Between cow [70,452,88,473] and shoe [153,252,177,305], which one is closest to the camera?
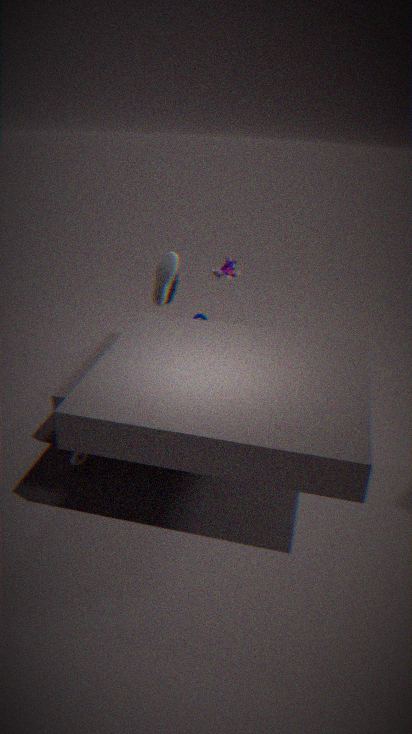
cow [70,452,88,473]
